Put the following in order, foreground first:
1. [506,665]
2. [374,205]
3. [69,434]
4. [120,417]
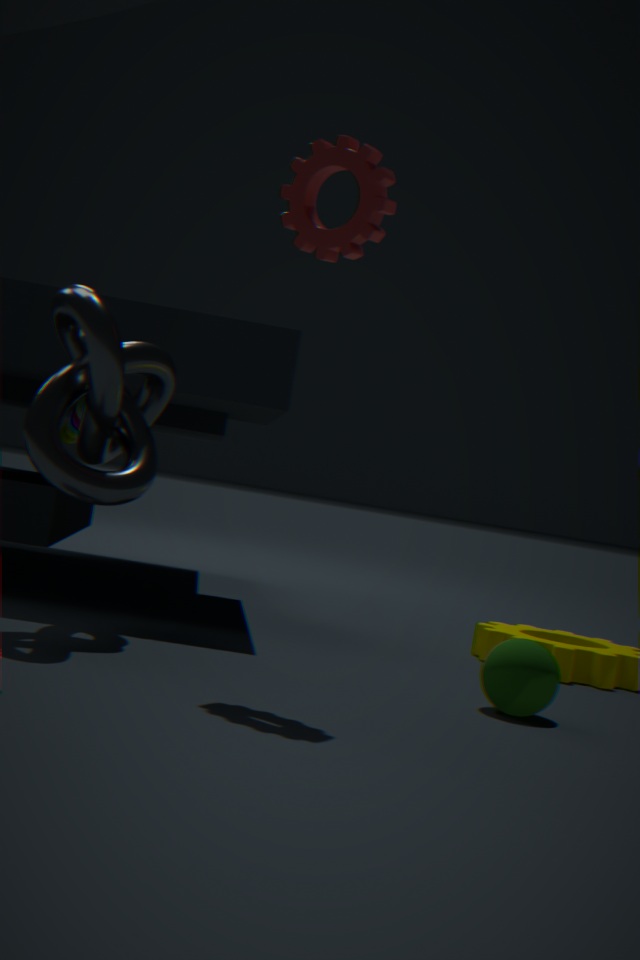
[374,205]
[506,665]
[120,417]
[69,434]
